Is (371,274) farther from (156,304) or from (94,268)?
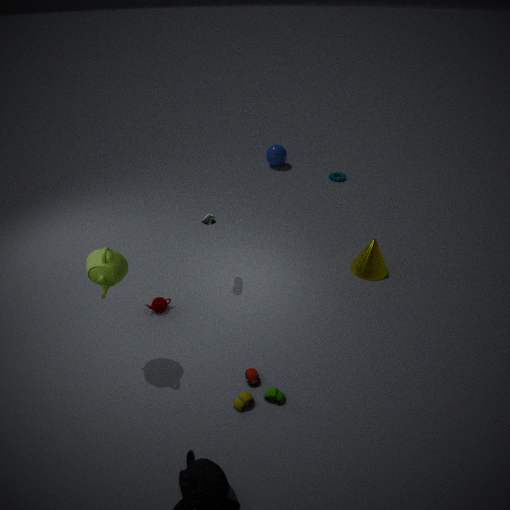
(94,268)
